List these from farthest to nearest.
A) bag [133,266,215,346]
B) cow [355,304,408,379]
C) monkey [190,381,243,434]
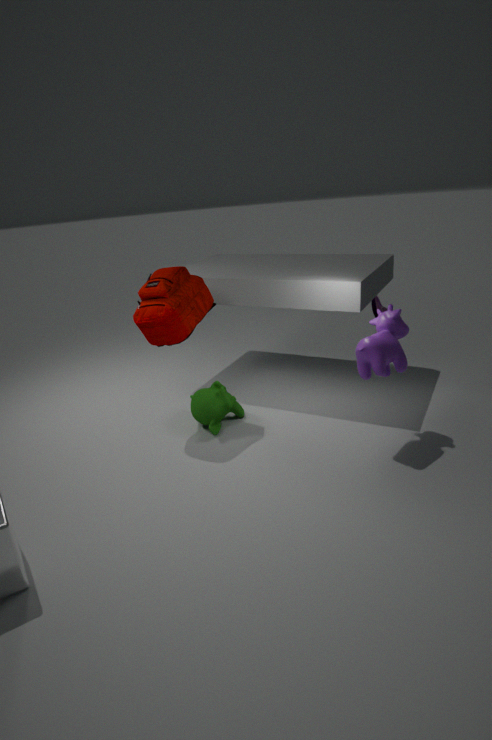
monkey [190,381,243,434]
bag [133,266,215,346]
cow [355,304,408,379]
